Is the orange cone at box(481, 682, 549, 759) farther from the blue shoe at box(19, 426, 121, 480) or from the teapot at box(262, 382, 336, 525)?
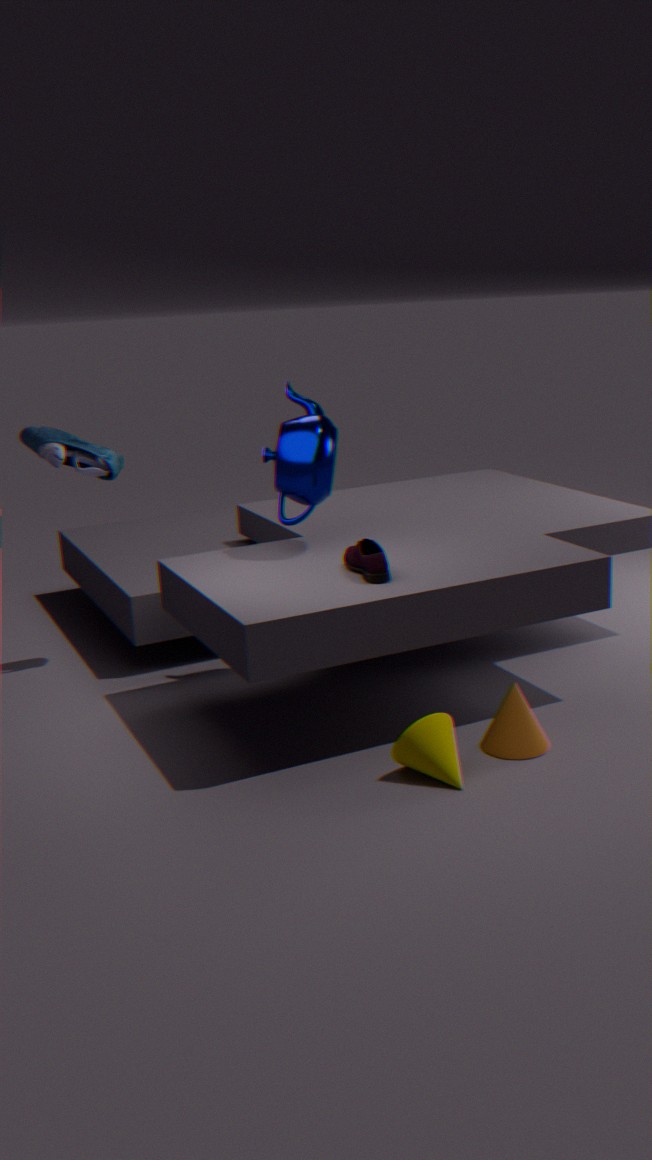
the blue shoe at box(19, 426, 121, 480)
